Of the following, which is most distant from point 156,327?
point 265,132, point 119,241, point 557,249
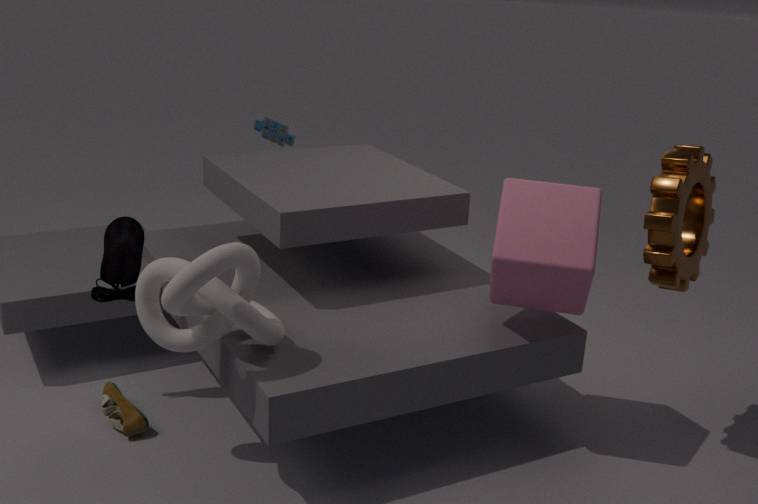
point 265,132
